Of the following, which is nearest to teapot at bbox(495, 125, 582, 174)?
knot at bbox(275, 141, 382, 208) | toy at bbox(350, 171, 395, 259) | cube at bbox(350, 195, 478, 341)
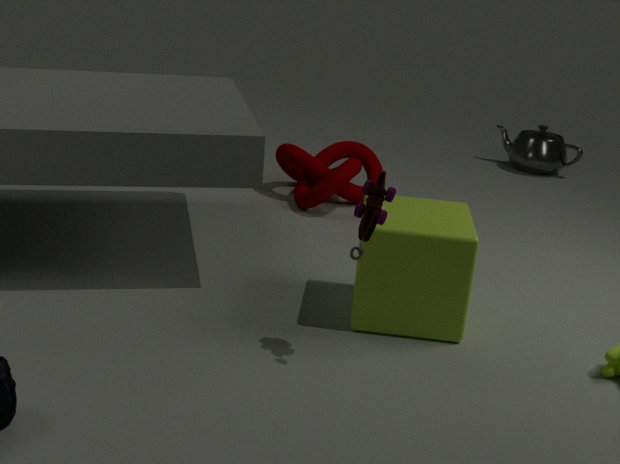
knot at bbox(275, 141, 382, 208)
